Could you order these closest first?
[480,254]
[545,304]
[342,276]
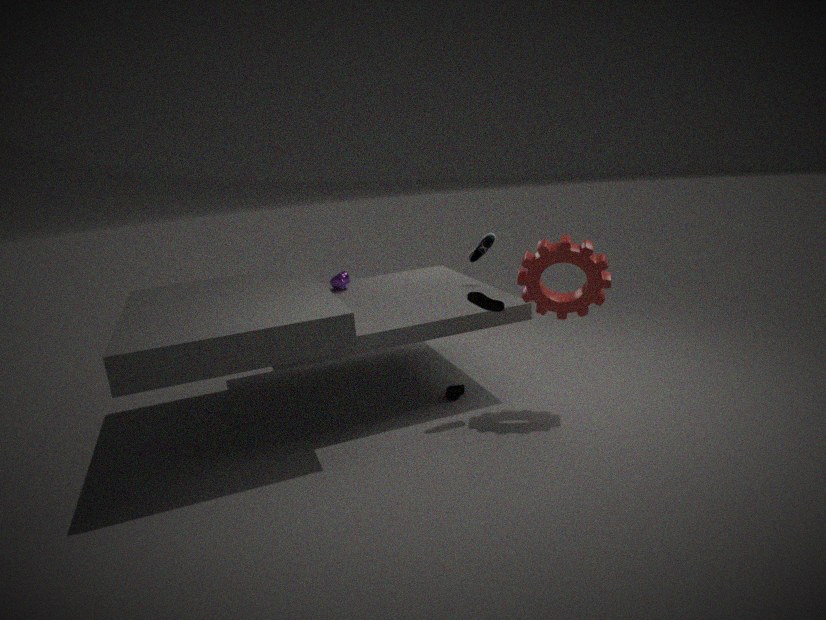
[545,304], [480,254], [342,276]
